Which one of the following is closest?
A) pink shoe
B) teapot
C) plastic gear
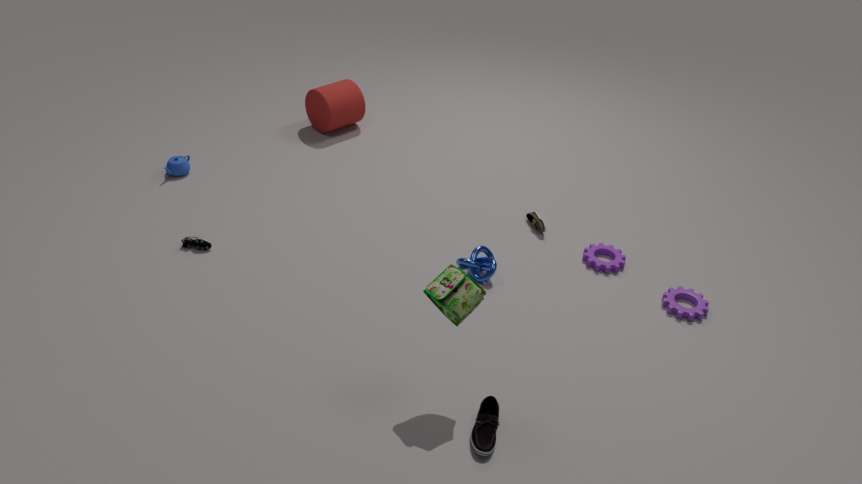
A. pink shoe
